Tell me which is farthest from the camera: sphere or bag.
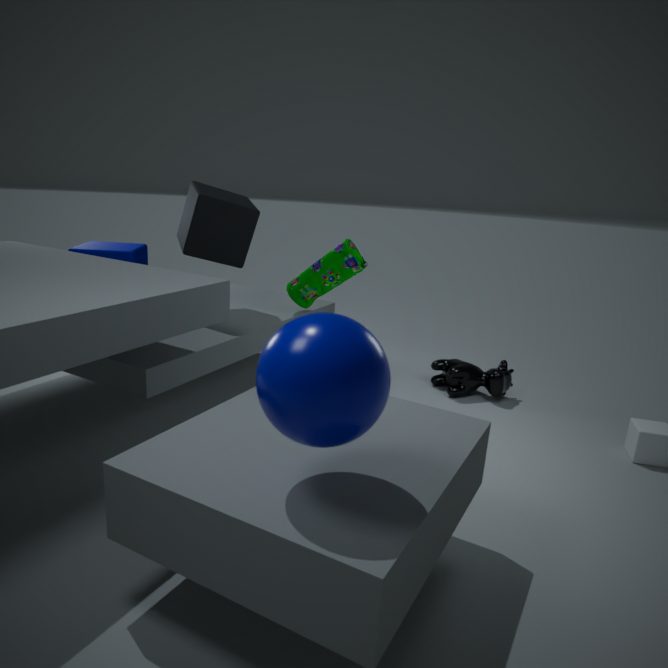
bag
